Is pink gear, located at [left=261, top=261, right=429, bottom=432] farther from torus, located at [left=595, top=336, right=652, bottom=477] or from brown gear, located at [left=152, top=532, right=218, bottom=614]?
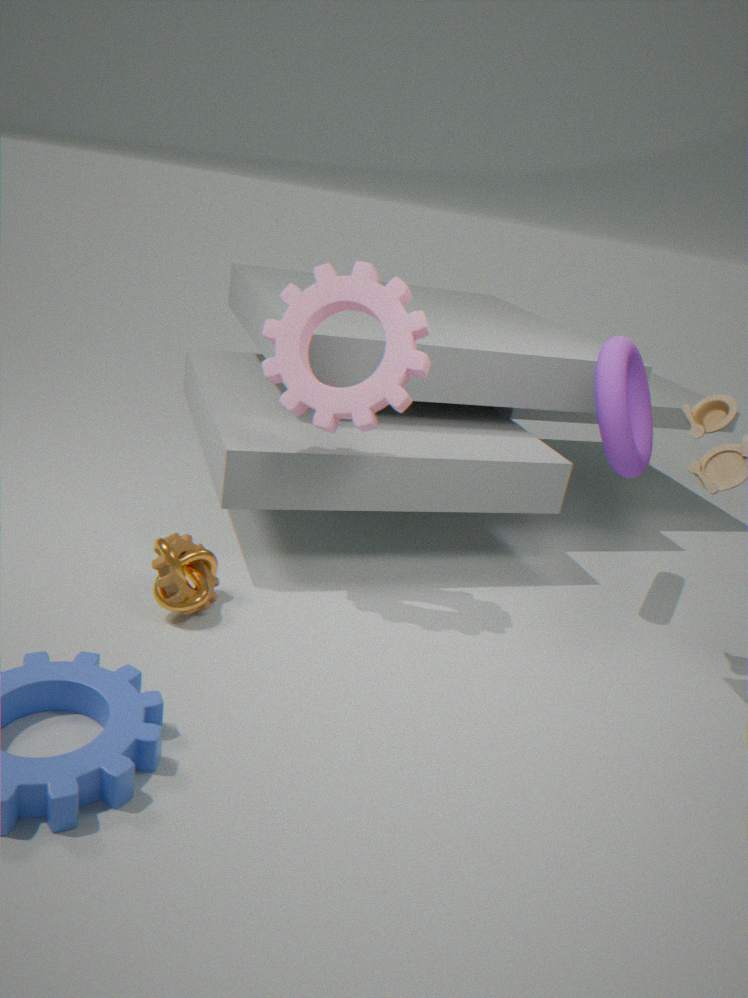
torus, located at [left=595, top=336, right=652, bottom=477]
